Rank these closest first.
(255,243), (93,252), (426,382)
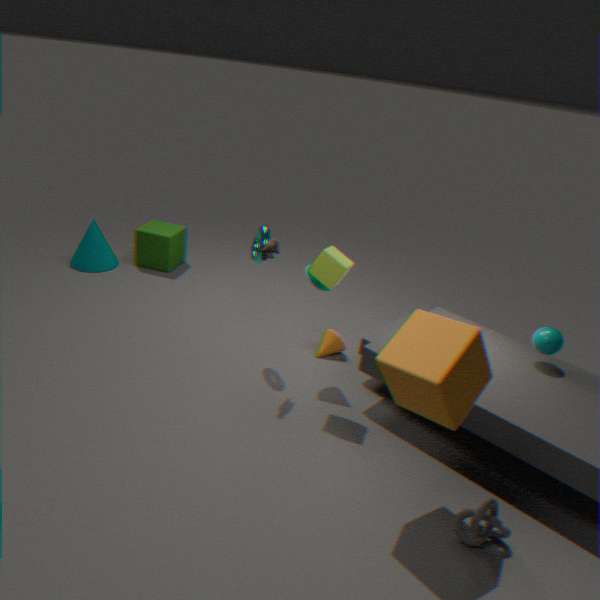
(426,382)
(255,243)
(93,252)
